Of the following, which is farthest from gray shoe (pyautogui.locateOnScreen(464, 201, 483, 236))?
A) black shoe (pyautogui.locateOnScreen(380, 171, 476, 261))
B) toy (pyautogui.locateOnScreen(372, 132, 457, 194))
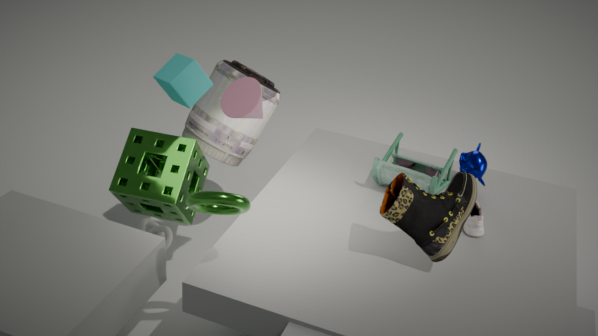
black shoe (pyautogui.locateOnScreen(380, 171, 476, 261))
